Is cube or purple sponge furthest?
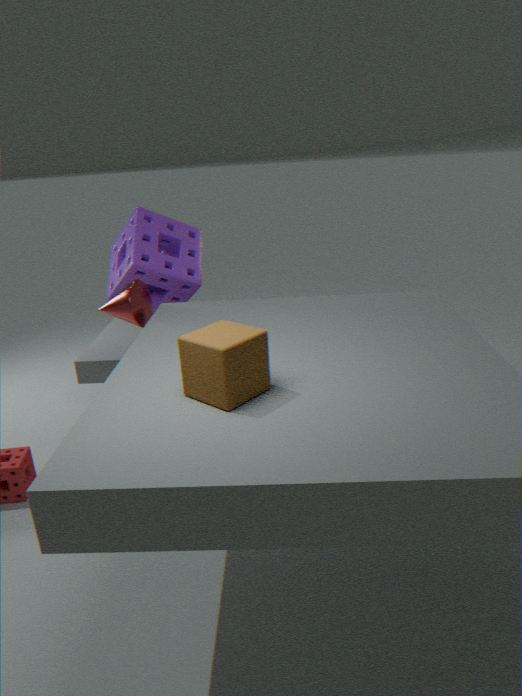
purple sponge
